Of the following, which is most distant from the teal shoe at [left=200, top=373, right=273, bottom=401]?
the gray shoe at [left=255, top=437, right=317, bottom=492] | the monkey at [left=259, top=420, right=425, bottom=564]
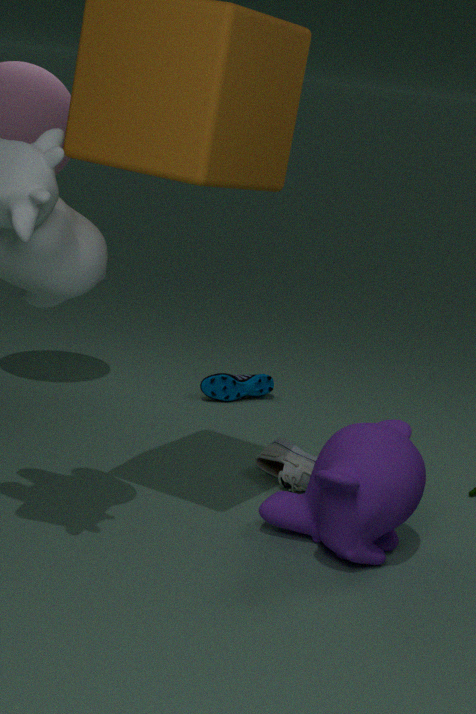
the monkey at [left=259, top=420, right=425, bottom=564]
